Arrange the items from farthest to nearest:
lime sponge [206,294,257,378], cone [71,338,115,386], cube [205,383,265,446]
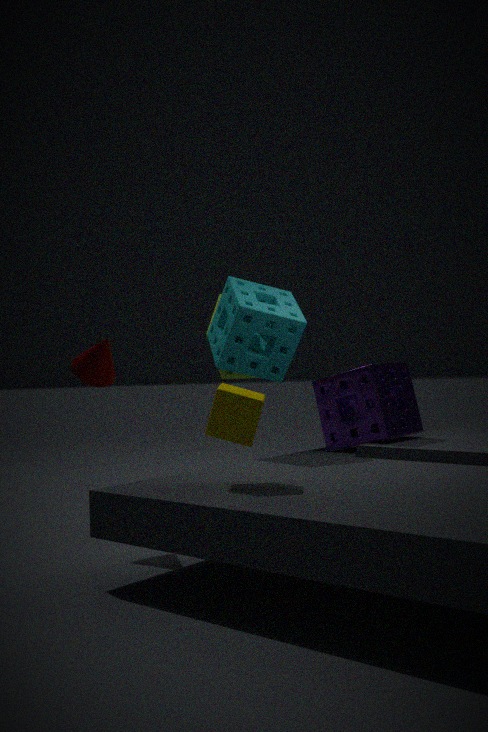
lime sponge [206,294,257,378], cone [71,338,115,386], cube [205,383,265,446]
